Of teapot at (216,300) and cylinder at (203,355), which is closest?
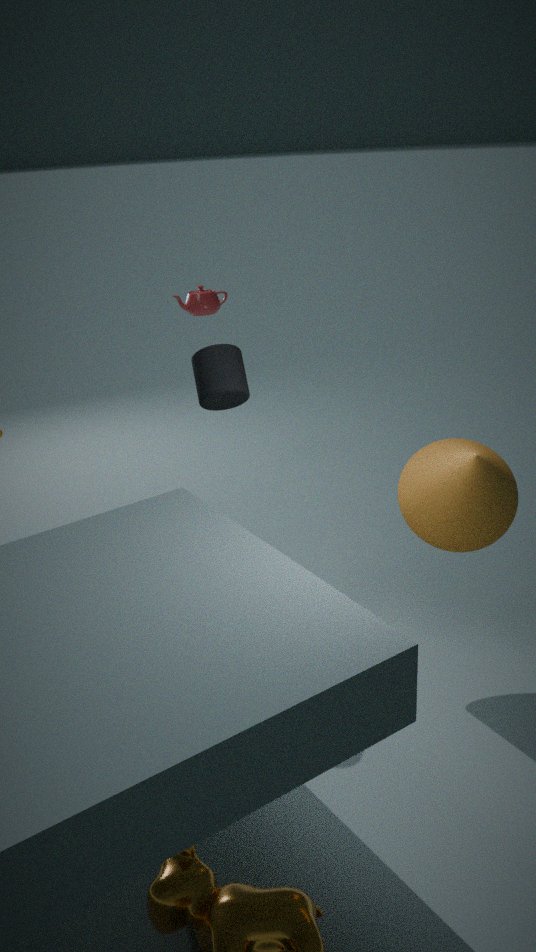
cylinder at (203,355)
